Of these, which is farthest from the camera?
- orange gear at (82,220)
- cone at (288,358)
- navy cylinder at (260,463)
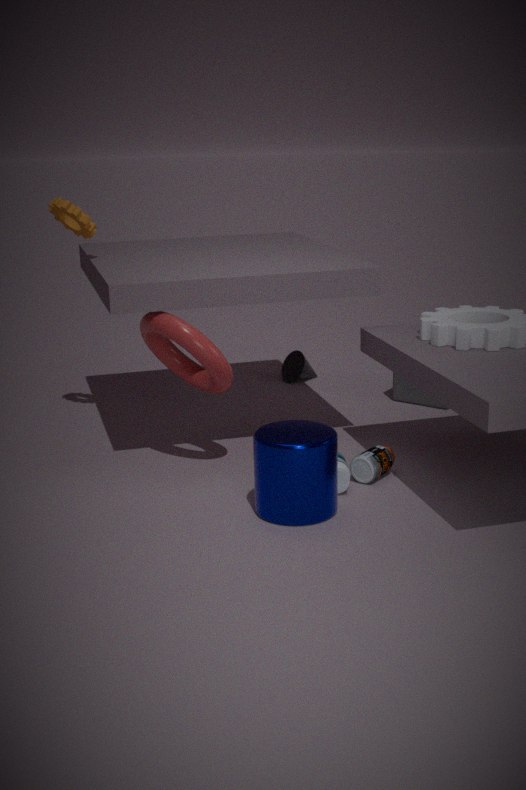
cone at (288,358)
